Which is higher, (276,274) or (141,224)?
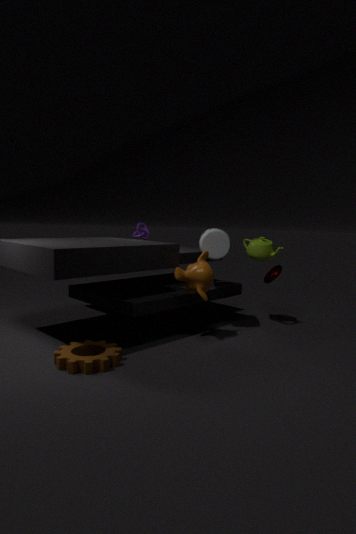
(141,224)
